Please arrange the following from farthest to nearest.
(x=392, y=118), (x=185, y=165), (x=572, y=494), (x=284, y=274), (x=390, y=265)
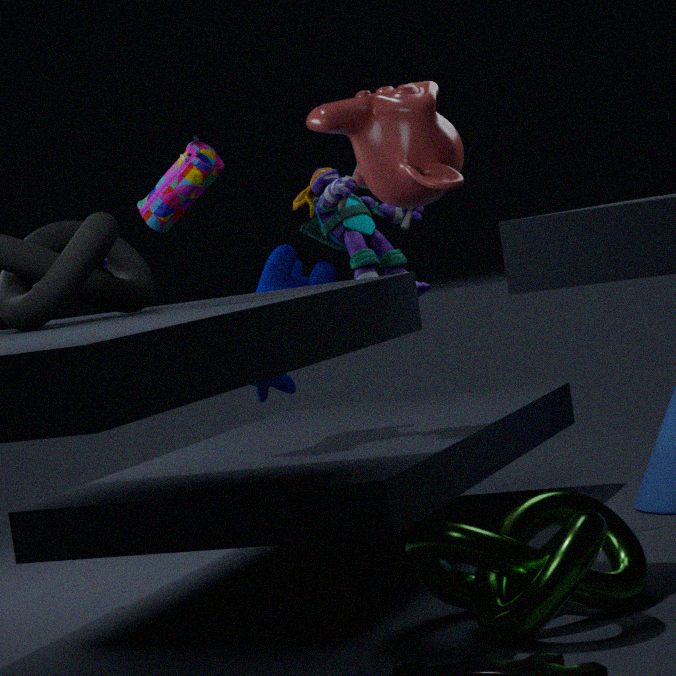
(x=284, y=274) → (x=390, y=265) → (x=392, y=118) → (x=572, y=494) → (x=185, y=165)
